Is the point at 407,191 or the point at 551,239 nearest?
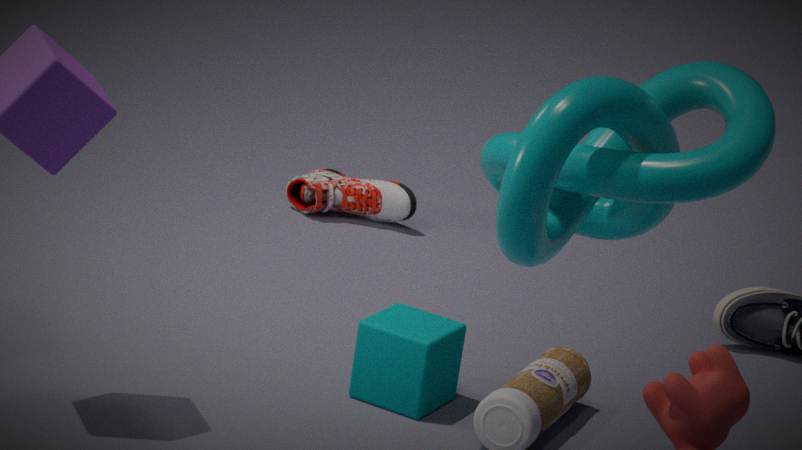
the point at 551,239
